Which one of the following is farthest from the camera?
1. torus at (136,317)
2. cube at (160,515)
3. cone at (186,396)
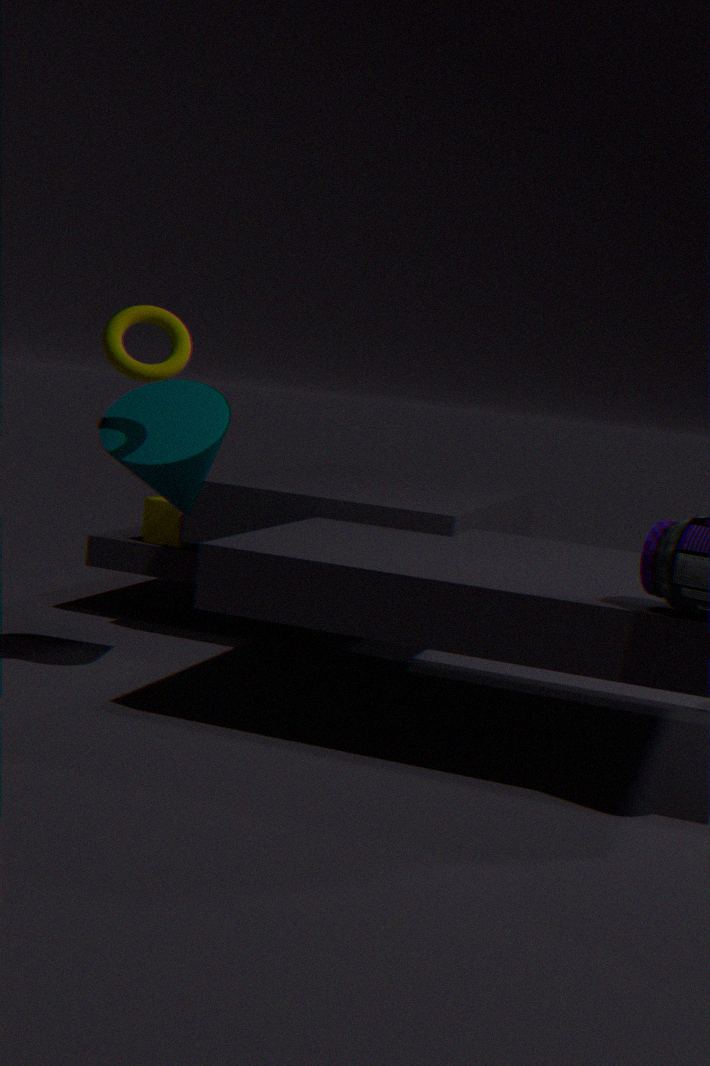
cube at (160,515)
